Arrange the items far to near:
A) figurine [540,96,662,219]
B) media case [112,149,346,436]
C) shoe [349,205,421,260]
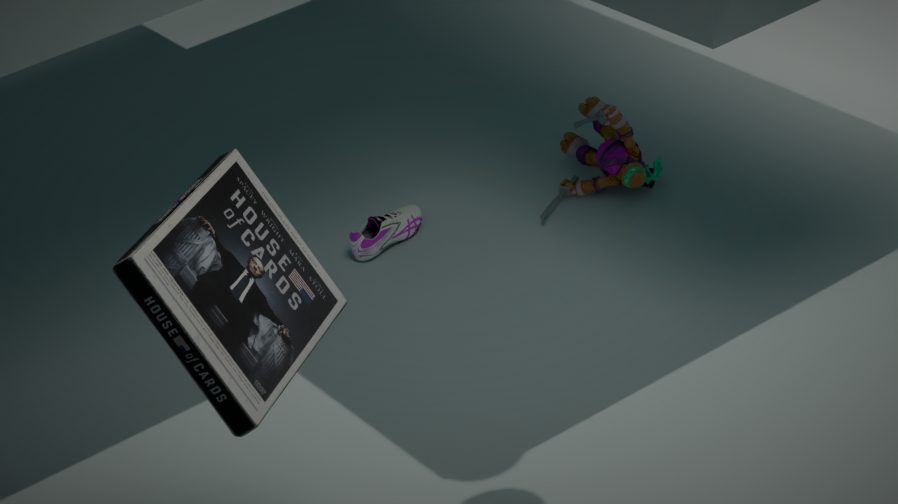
figurine [540,96,662,219] → shoe [349,205,421,260] → media case [112,149,346,436]
